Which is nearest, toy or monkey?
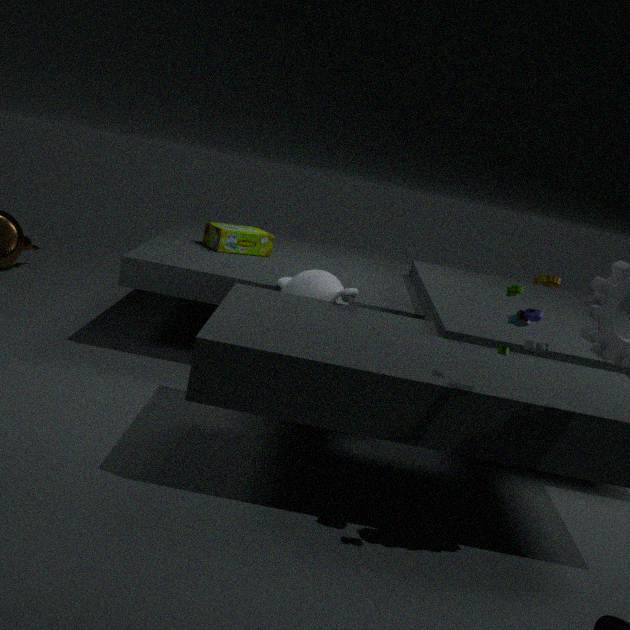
toy
